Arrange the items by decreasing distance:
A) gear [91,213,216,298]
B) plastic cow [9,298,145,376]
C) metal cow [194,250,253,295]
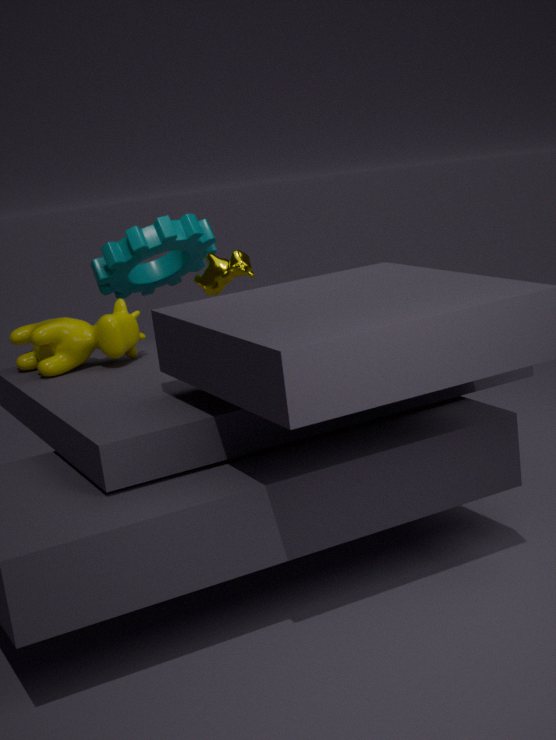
1. gear [91,213,216,298]
2. plastic cow [9,298,145,376]
3. metal cow [194,250,253,295]
